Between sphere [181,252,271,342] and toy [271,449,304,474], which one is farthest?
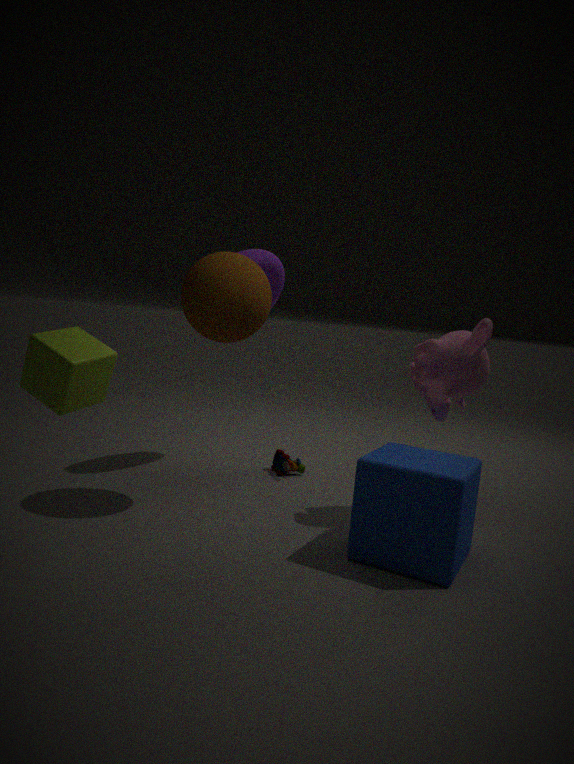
toy [271,449,304,474]
